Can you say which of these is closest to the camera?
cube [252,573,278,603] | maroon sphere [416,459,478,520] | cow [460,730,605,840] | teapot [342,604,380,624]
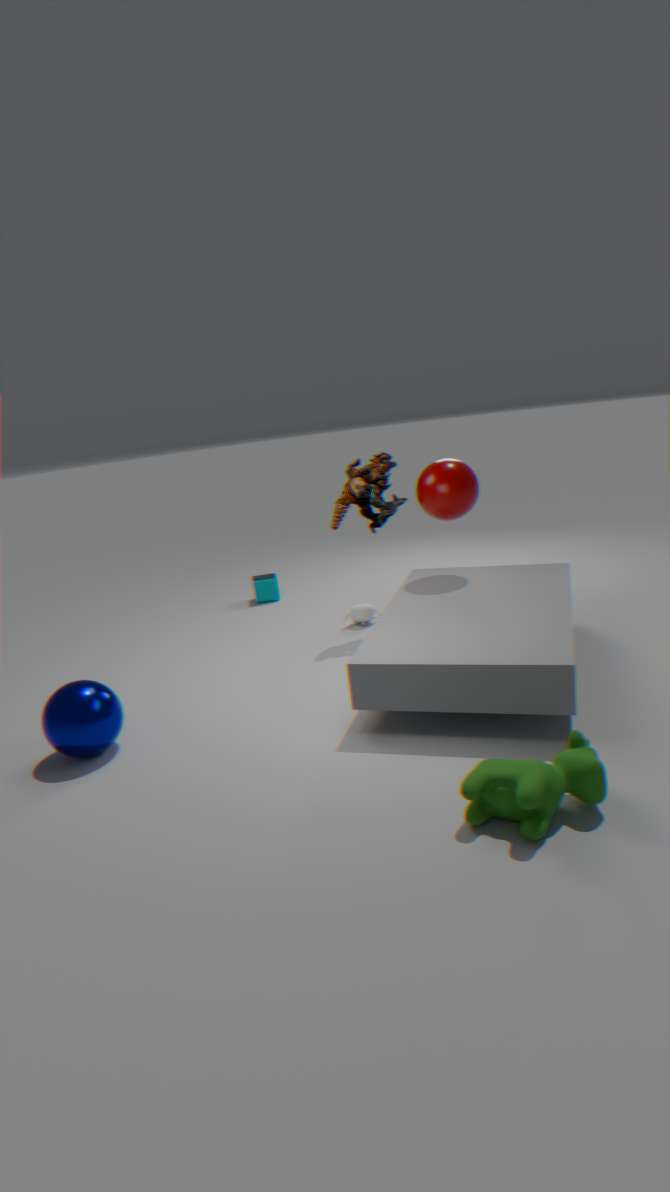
cow [460,730,605,840]
